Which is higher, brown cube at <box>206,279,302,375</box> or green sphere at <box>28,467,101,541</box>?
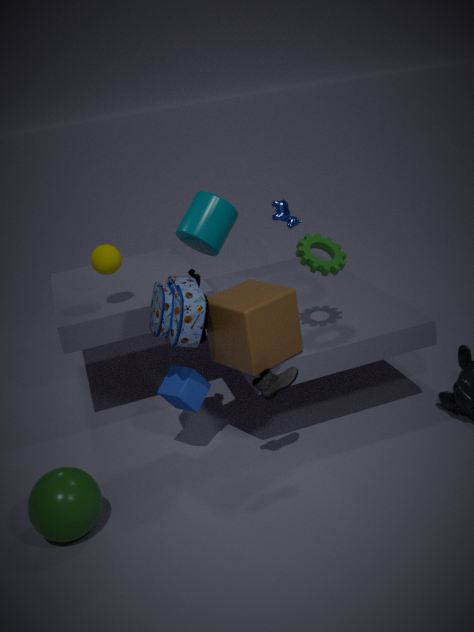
brown cube at <box>206,279,302,375</box>
